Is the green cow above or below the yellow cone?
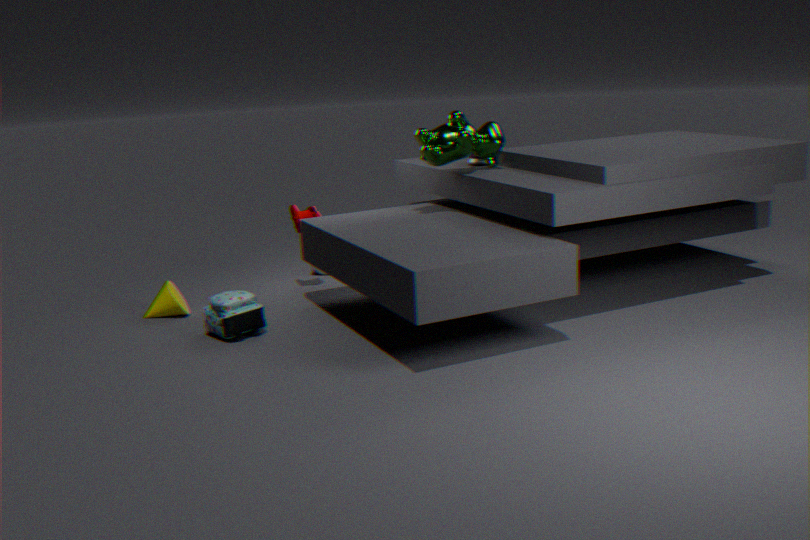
above
